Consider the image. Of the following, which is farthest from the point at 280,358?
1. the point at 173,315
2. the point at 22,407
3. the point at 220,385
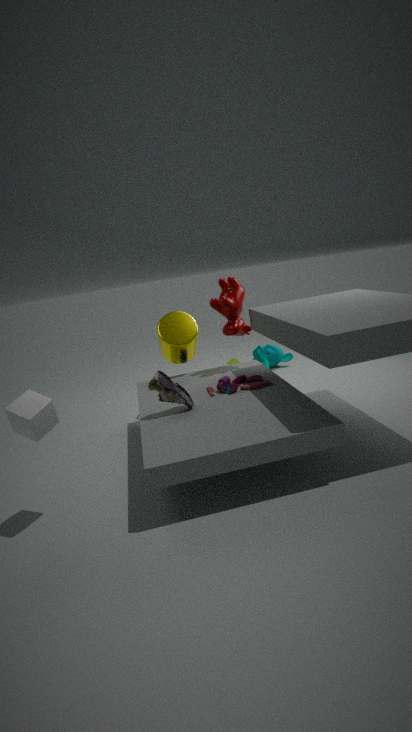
the point at 22,407
